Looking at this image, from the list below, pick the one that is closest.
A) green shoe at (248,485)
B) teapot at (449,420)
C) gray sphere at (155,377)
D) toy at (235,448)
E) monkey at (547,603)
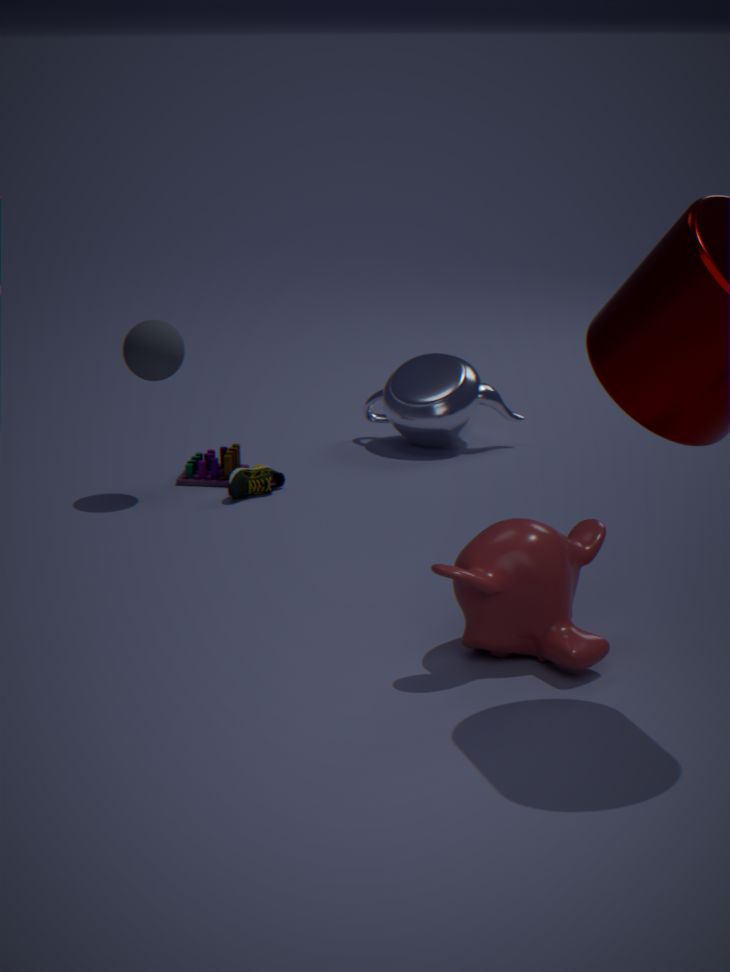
monkey at (547,603)
